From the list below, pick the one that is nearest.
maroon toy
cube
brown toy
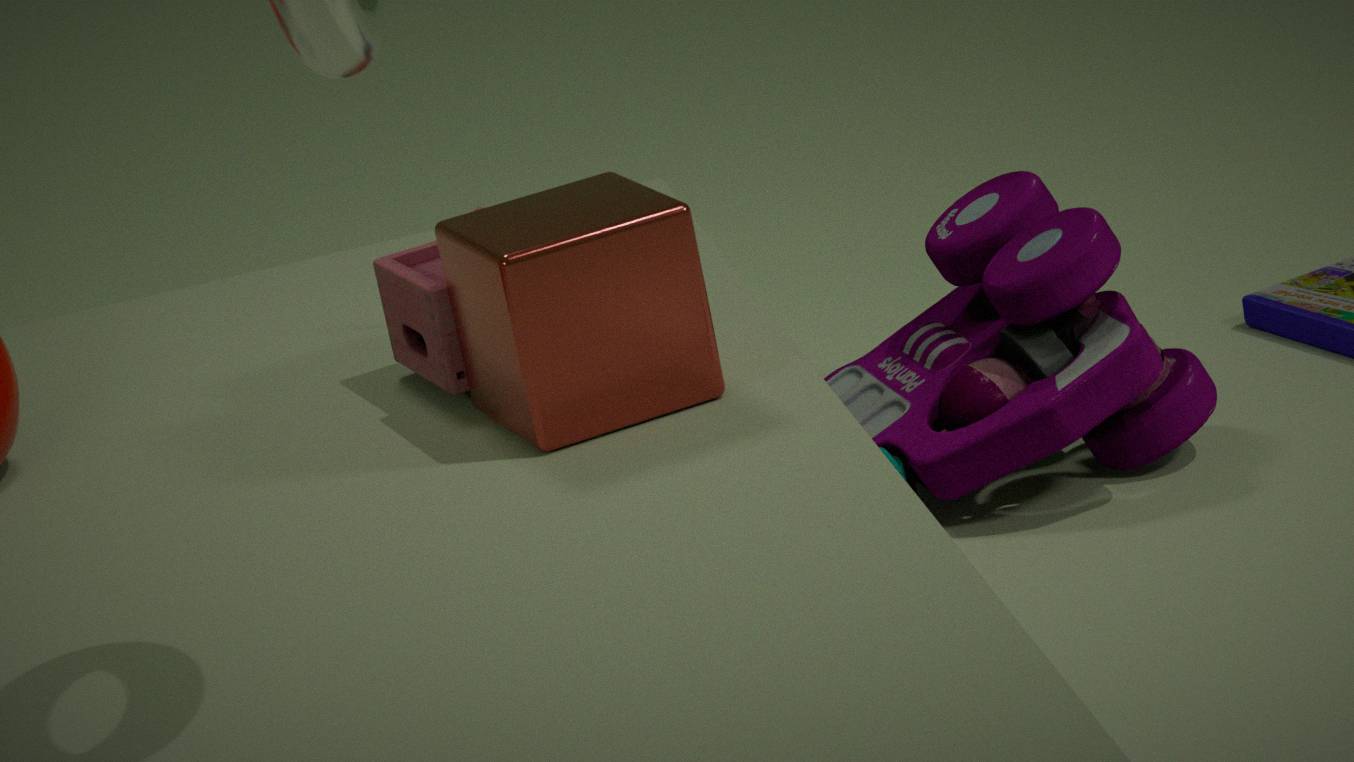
cube
